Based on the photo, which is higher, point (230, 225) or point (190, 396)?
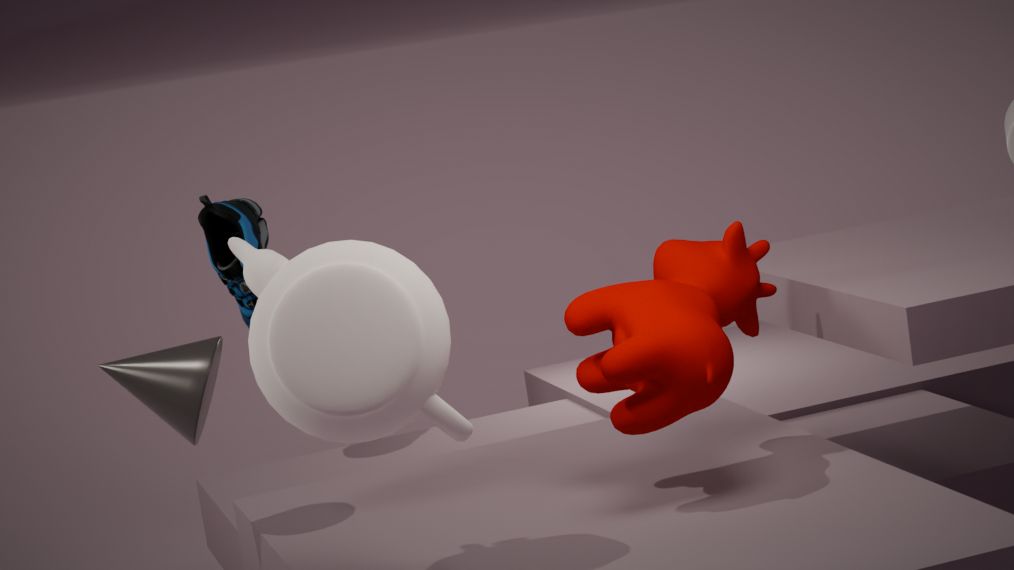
point (230, 225)
